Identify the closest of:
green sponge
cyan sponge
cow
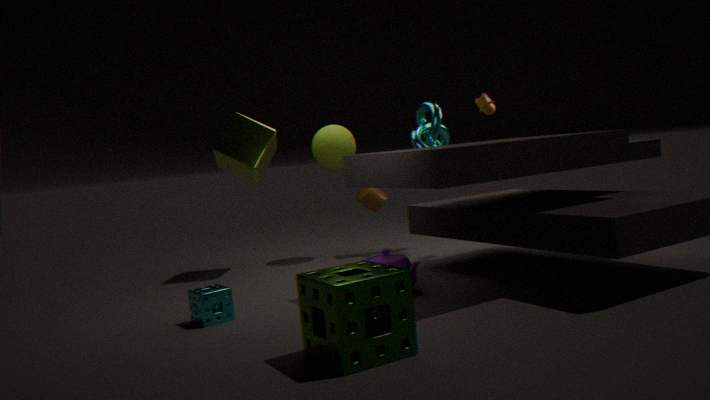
green sponge
